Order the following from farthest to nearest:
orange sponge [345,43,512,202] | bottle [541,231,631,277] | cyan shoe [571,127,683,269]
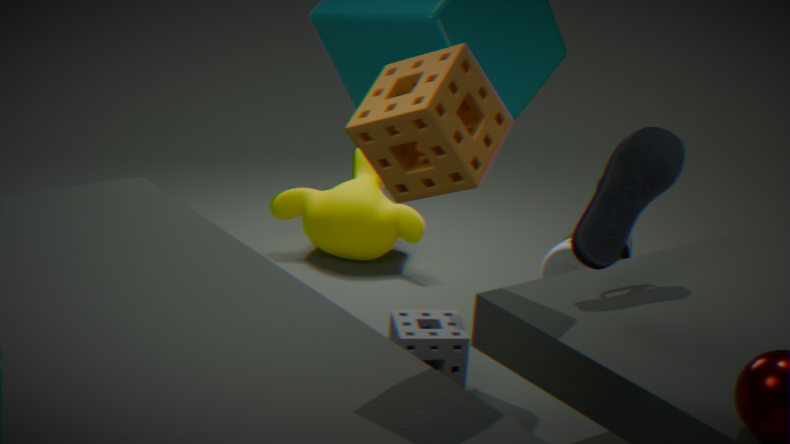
1. bottle [541,231,631,277]
2. cyan shoe [571,127,683,269]
3. orange sponge [345,43,512,202]
